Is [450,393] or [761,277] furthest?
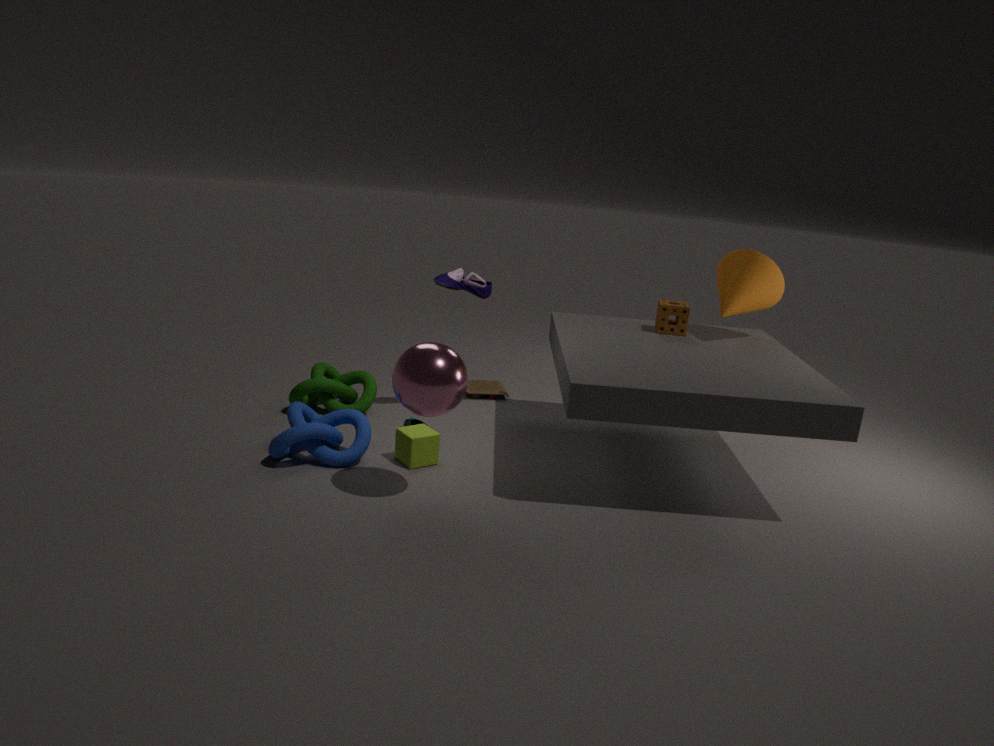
[761,277]
